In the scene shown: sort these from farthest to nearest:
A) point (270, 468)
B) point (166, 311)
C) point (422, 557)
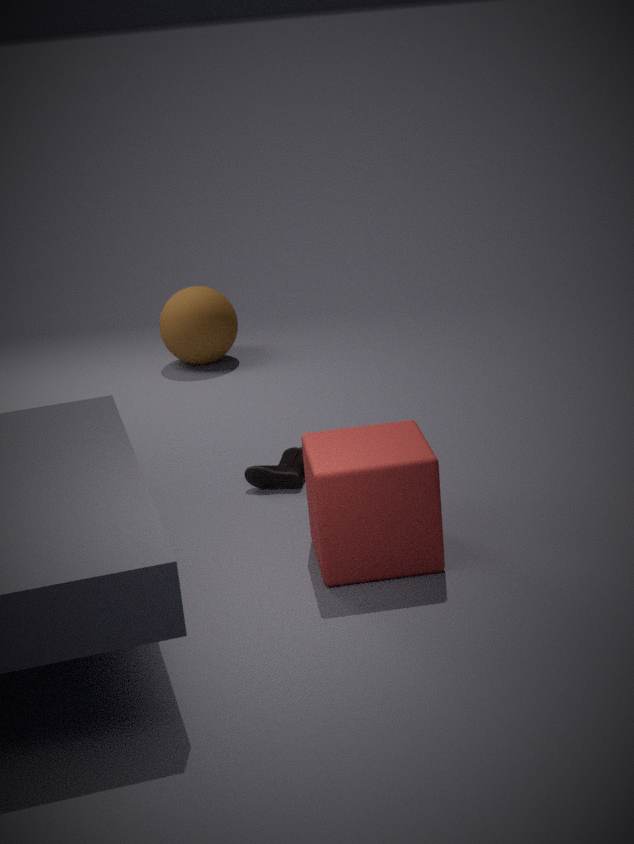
1. point (166, 311)
2. point (270, 468)
3. point (422, 557)
